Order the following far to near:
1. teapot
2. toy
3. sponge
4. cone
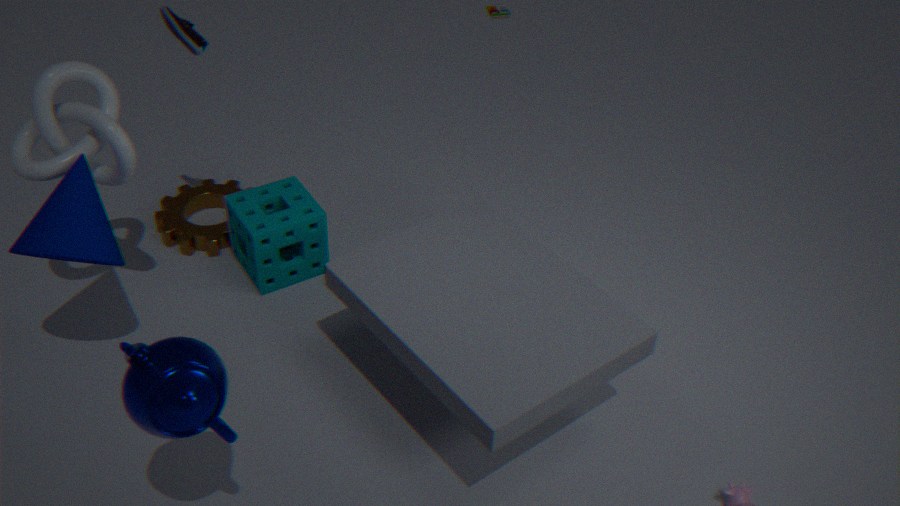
toy, sponge, cone, teapot
